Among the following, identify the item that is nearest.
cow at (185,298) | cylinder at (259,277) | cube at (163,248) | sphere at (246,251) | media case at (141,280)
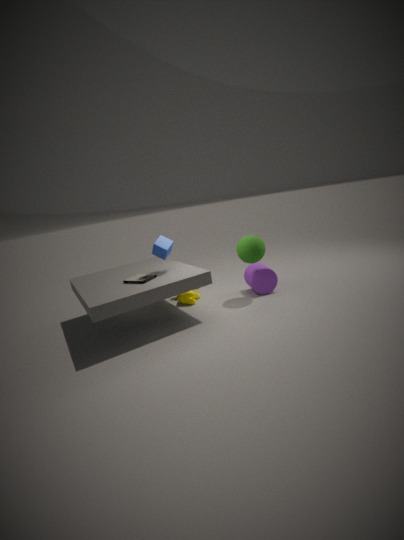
media case at (141,280)
